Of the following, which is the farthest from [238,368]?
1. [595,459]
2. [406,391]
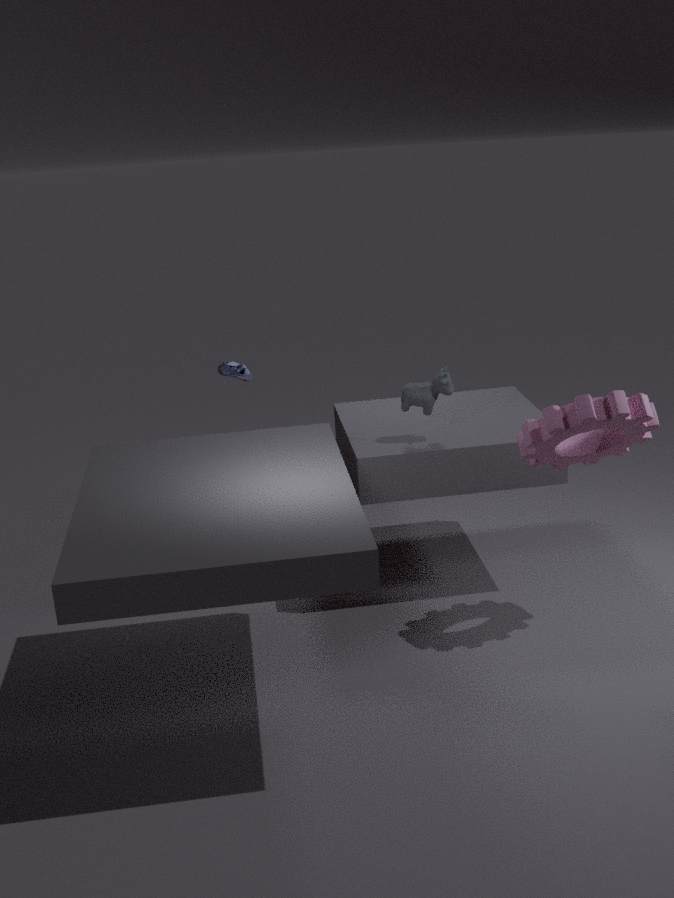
[595,459]
